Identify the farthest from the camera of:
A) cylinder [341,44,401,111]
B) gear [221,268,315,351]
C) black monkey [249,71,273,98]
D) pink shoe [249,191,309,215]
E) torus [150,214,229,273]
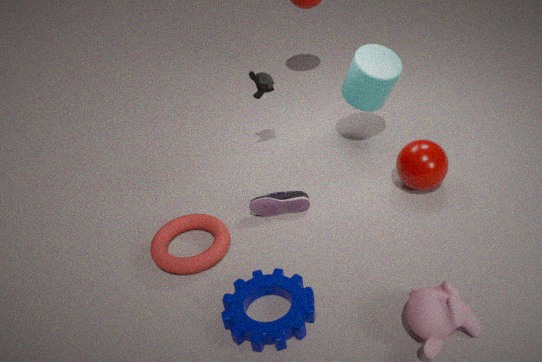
black monkey [249,71,273,98]
